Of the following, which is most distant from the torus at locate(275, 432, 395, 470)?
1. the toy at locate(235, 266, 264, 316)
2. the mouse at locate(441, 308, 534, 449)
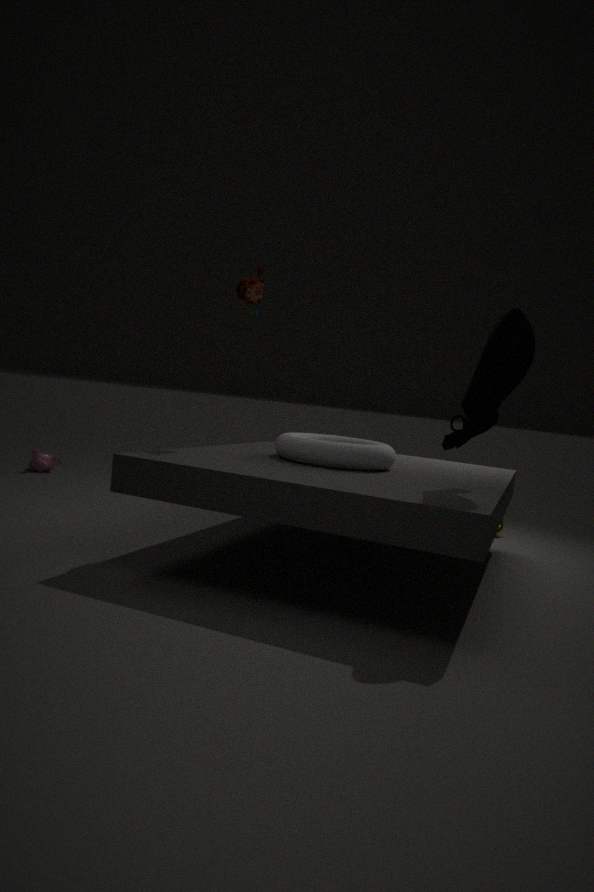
the toy at locate(235, 266, 264, 316)
